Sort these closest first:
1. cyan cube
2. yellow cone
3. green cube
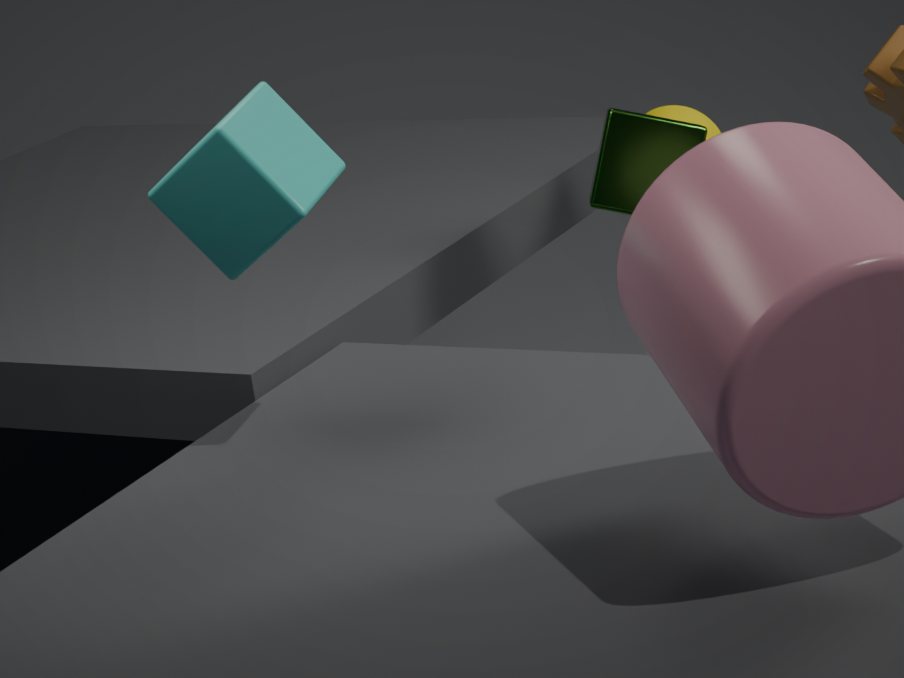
cyan cube
green cube
yellow cone
